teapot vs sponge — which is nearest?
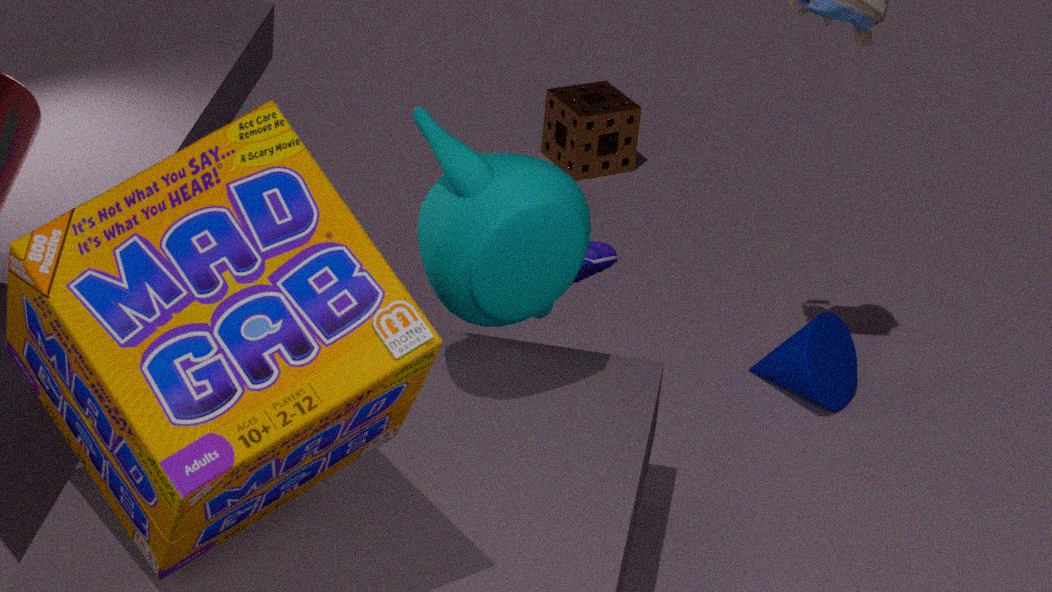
teapot
